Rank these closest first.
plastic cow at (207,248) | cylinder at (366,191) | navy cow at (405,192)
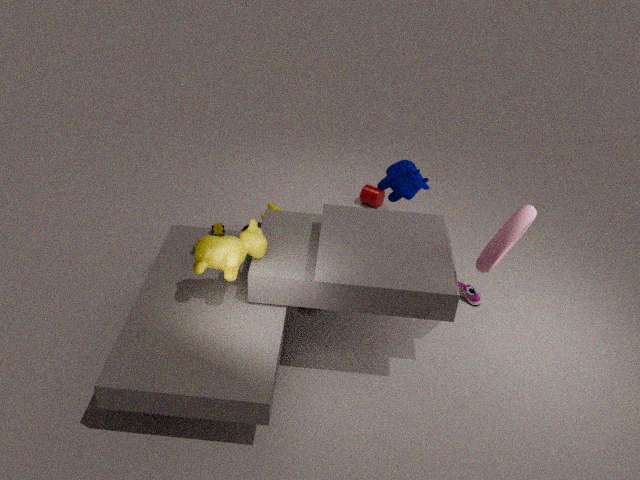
plastic cow at (207,248)
navy cow at (405,192)
cylinder at (366,191)
